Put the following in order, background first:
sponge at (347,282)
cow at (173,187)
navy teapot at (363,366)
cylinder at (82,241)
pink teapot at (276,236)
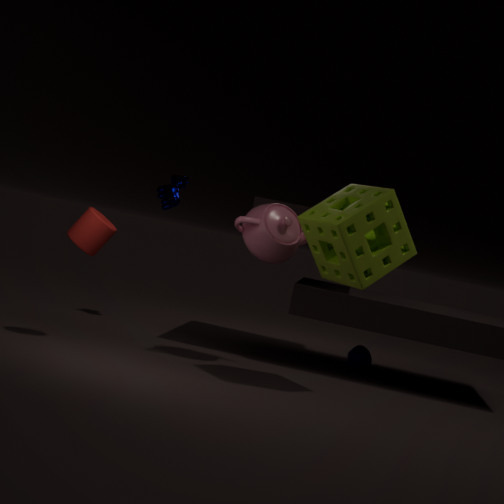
cow at (173,187) → navy teapot at (363,366) → pink teapot at (276,236) → cylinder at (82,241) → sponge at (347,282)
